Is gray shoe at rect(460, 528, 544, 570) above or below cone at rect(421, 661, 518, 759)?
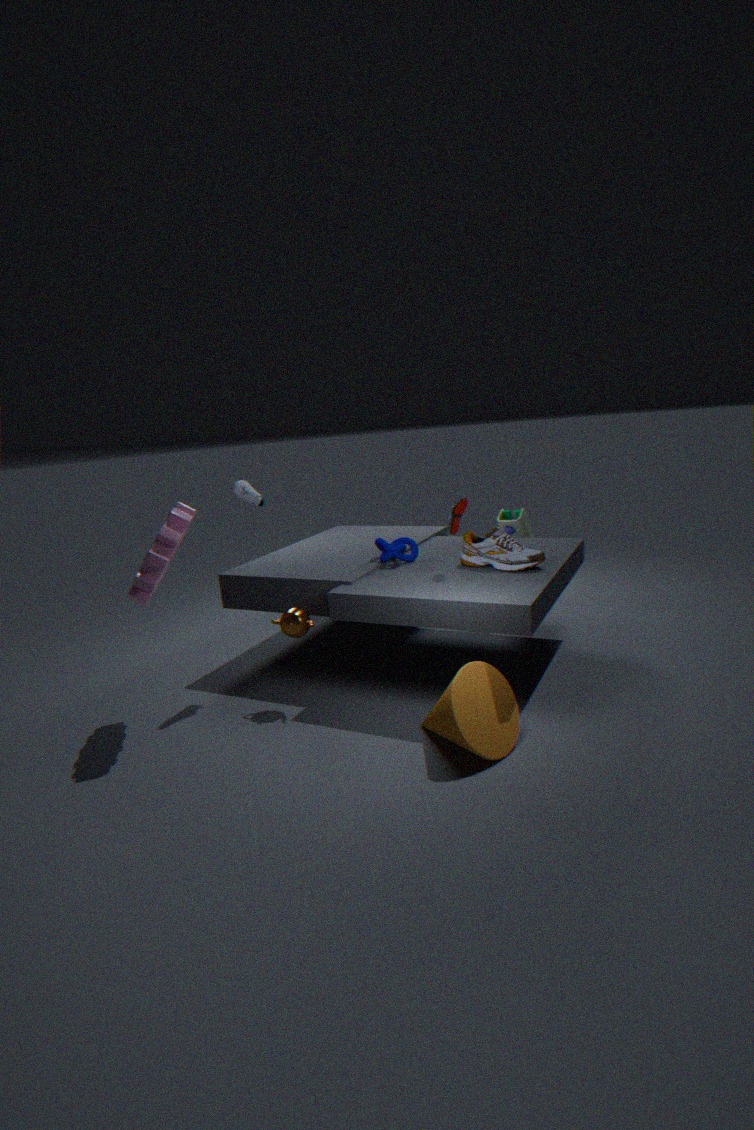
above
